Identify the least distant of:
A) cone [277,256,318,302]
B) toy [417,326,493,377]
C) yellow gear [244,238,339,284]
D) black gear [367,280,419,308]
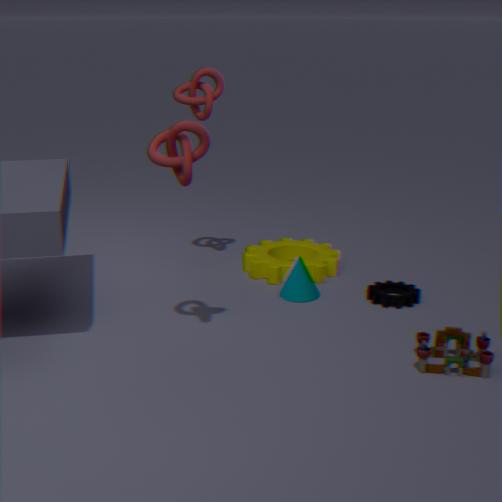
toy [417,326,493,377]
